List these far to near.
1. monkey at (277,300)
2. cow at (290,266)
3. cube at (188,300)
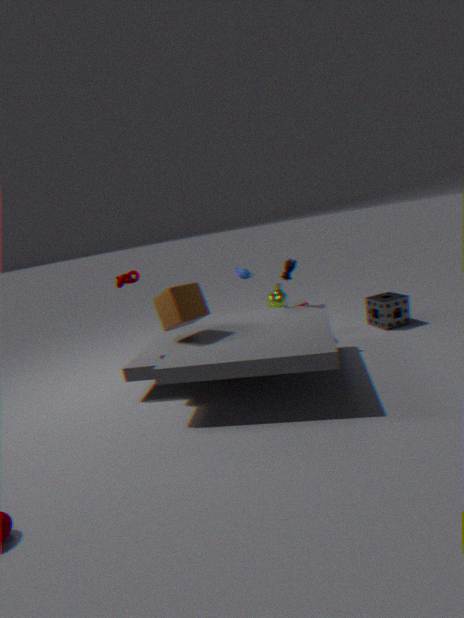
monkey at (277,300) → cow at (290,266) → cube at (188,300)
